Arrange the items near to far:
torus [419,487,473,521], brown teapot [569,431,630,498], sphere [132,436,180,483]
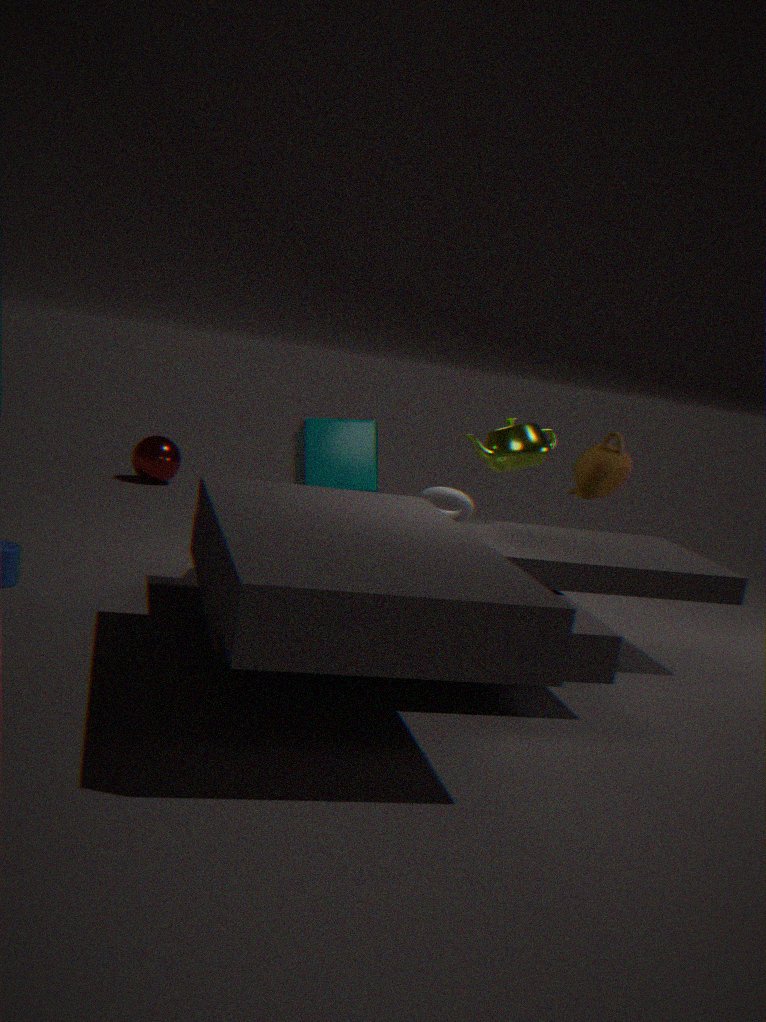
1. torus [419,487,473,521]
2. brown teapot [569,431,630,498]
3. sphere [132,436,180,483]
